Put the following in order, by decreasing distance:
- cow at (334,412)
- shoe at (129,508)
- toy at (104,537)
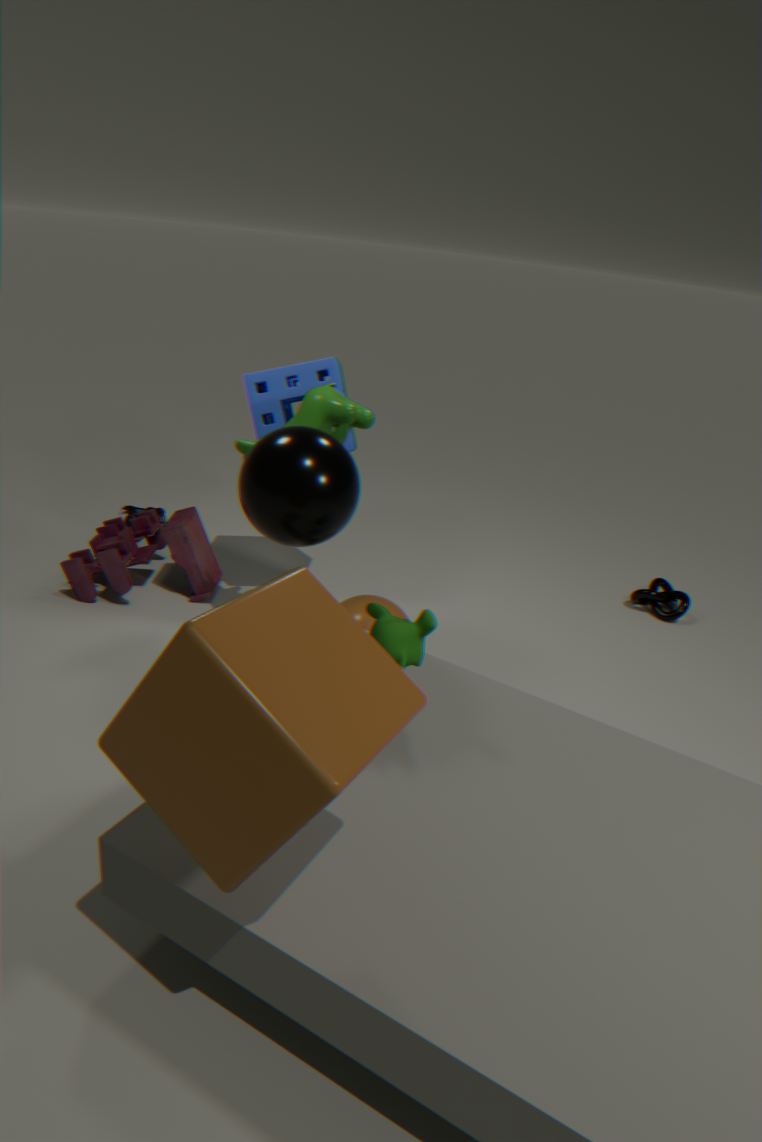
shoe at (129,508)
toy at (104,537)
cow at (334,412)
